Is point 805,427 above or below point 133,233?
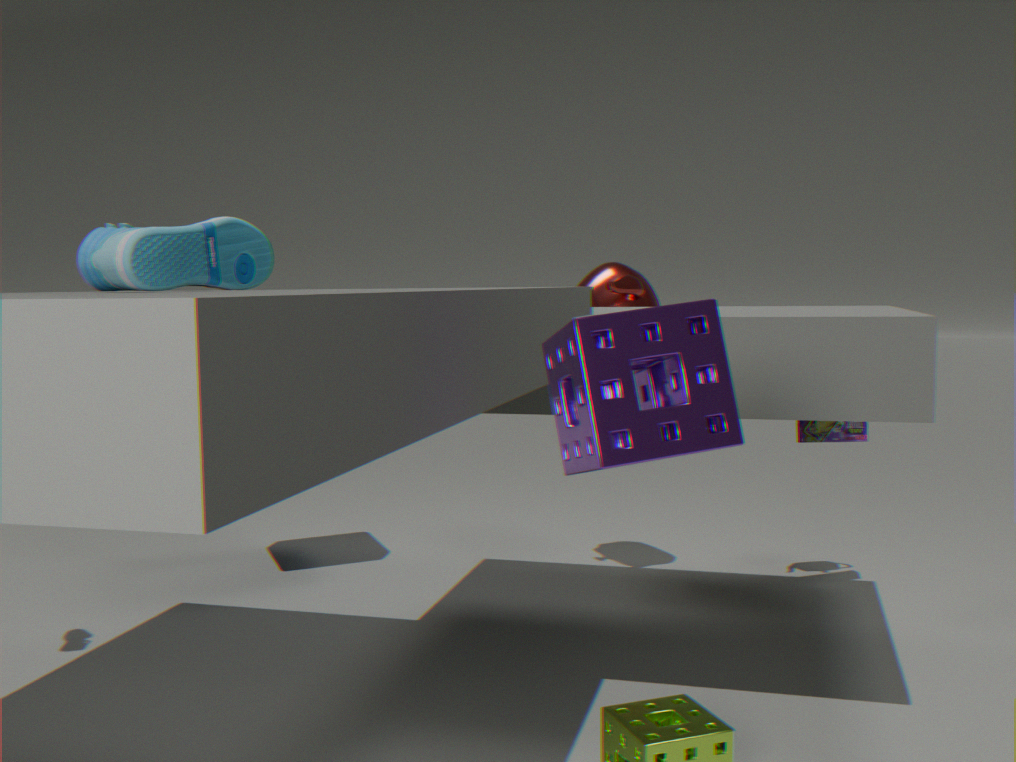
below
